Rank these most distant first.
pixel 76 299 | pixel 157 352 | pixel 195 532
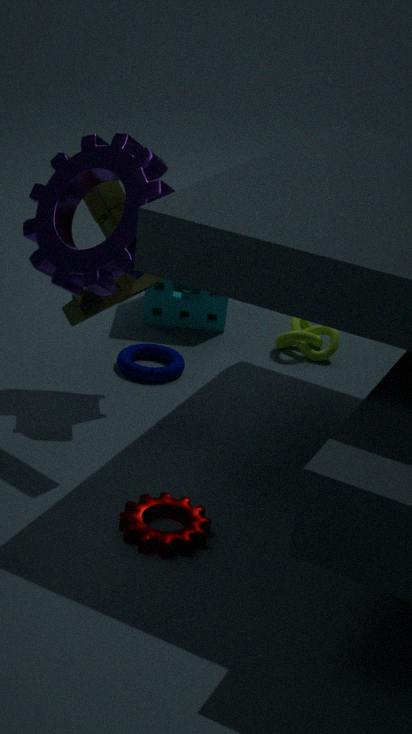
1. pixel 157 352
2. pixel 76 299
3. pixel 195 532
